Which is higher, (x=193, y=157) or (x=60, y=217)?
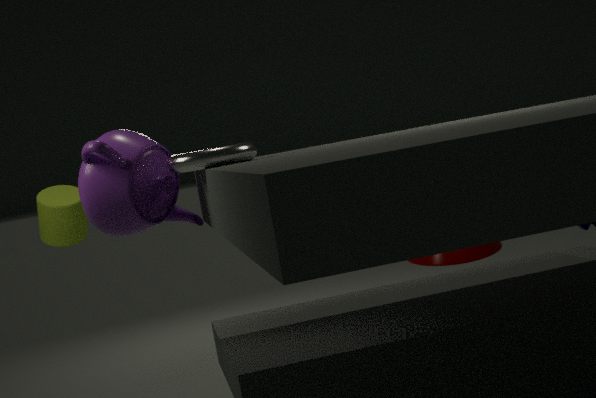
(x=193, y=157)
